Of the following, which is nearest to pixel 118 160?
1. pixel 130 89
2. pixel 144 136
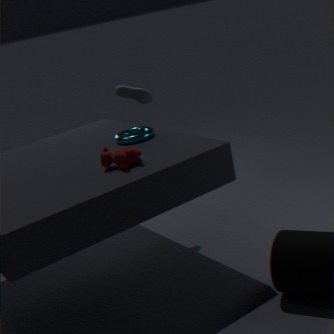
pixel 144 136
